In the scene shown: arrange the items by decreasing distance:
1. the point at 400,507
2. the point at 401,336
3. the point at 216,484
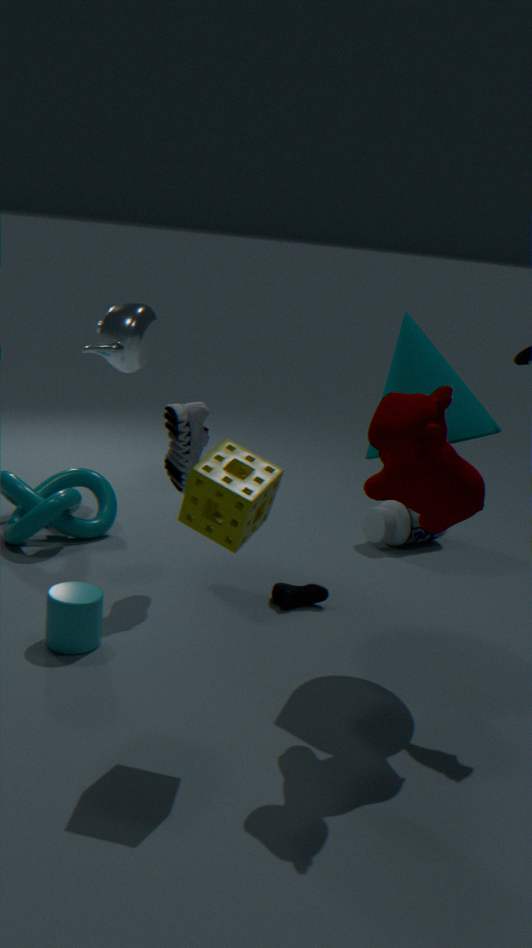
the point at 400,507 < the point at 401,336 < the point at 216,484
